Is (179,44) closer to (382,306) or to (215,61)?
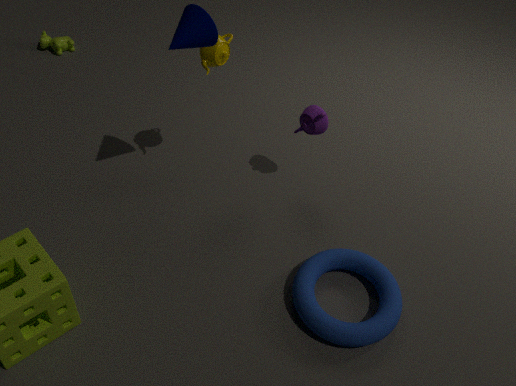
(215,61)
